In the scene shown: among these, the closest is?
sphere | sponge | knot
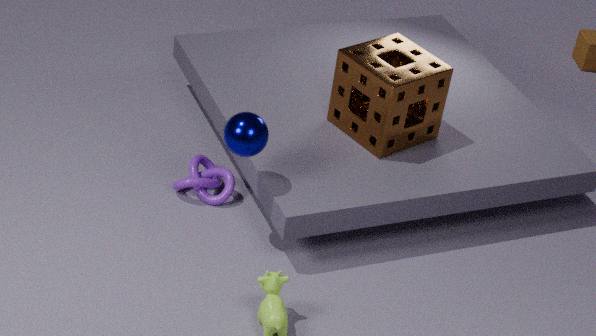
sphere
